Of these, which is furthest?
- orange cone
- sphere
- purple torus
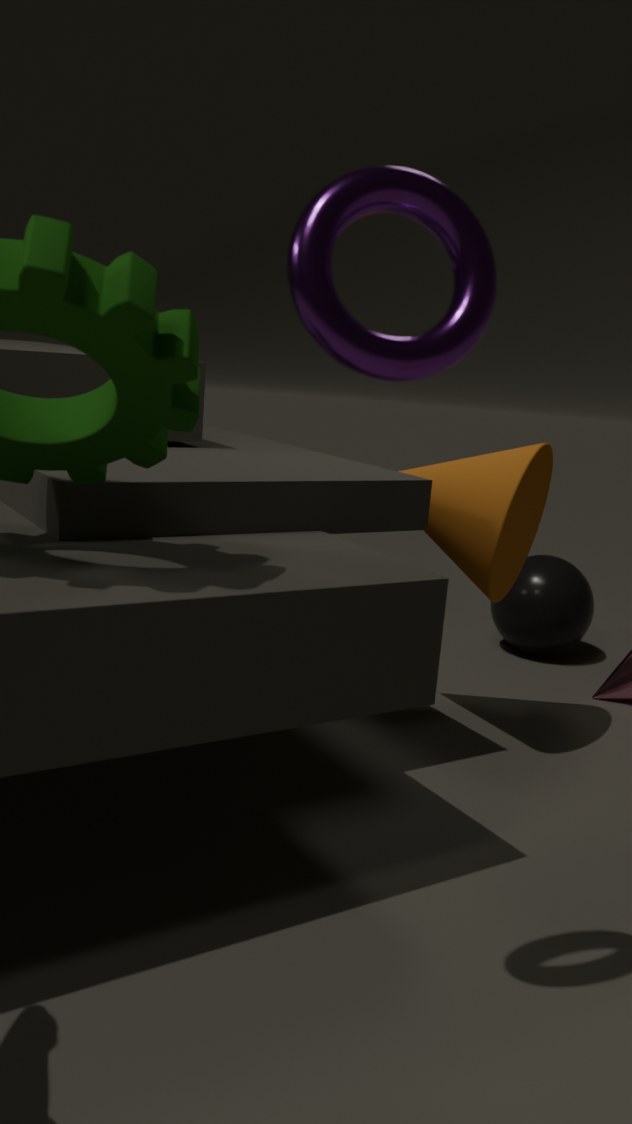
sphere
